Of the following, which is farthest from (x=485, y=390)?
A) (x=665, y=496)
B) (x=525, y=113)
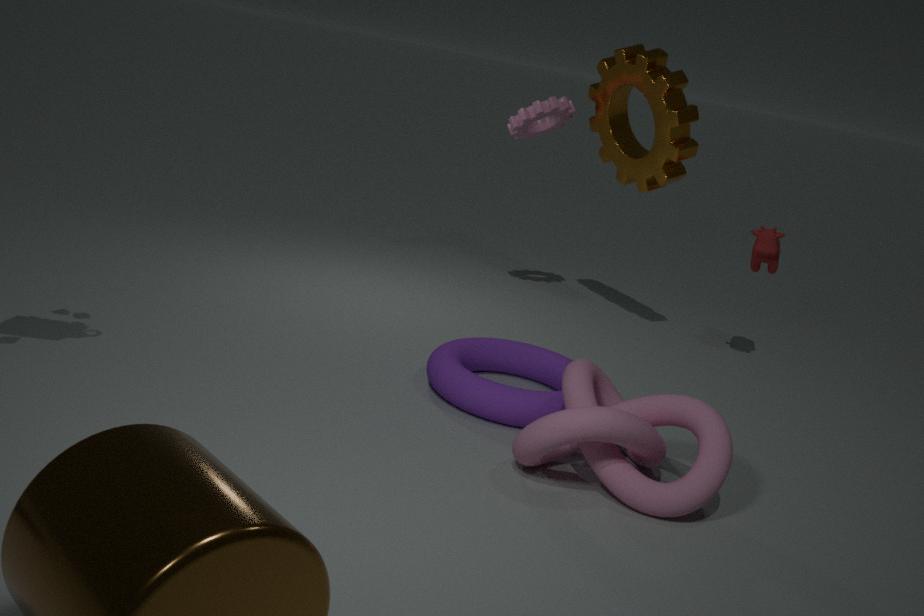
(x=525, y=113)
